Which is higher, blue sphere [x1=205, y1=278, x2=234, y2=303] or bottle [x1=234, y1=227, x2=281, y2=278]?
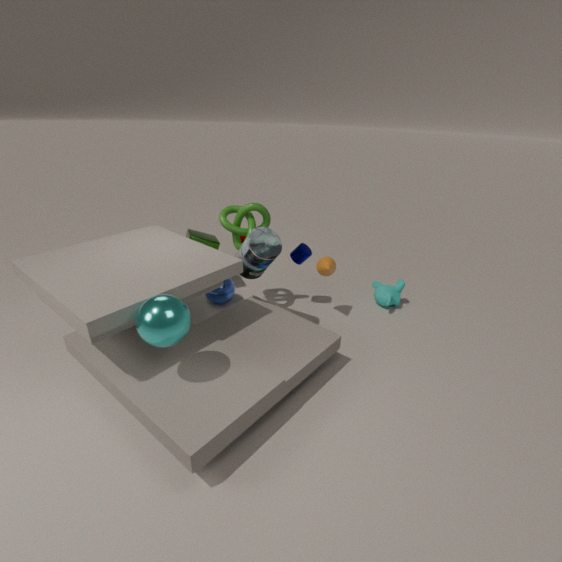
bottle [x1=234, y1=227, x2=281, y2=278]
